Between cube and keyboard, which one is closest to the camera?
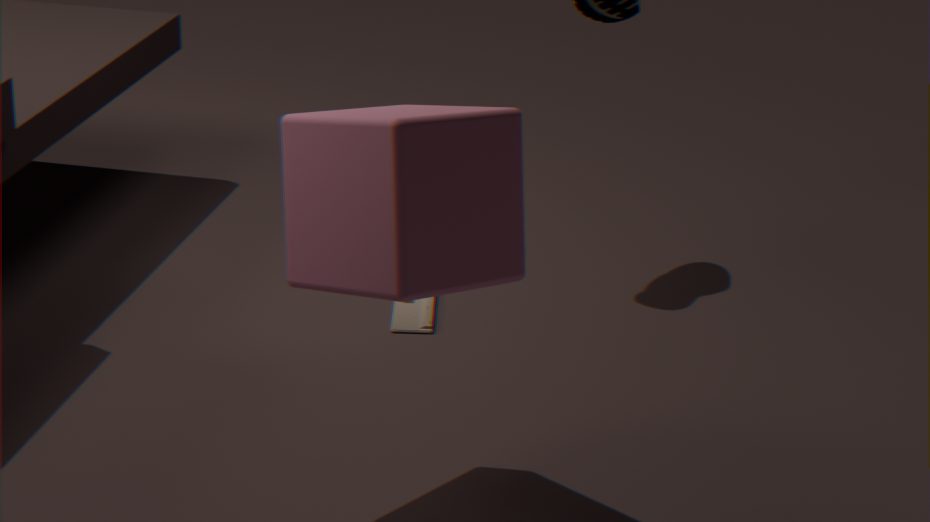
cube
